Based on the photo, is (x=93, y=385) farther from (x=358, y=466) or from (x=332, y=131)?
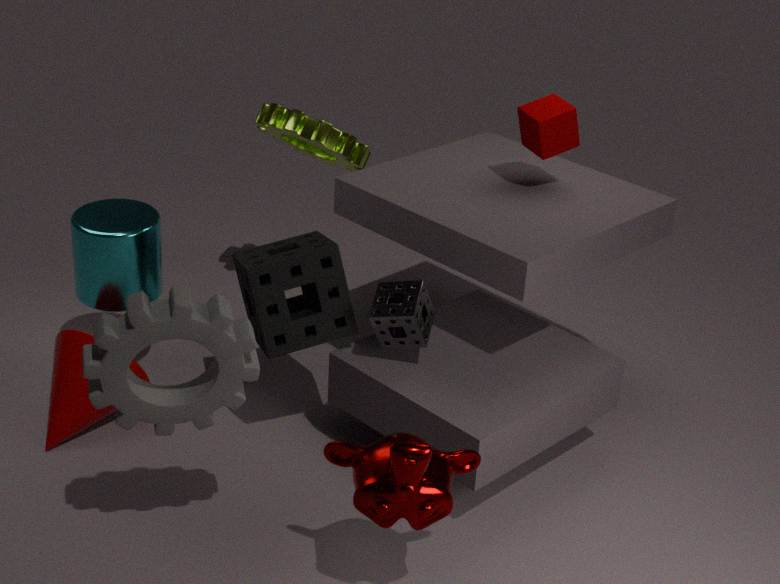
(x=332, y=131)
